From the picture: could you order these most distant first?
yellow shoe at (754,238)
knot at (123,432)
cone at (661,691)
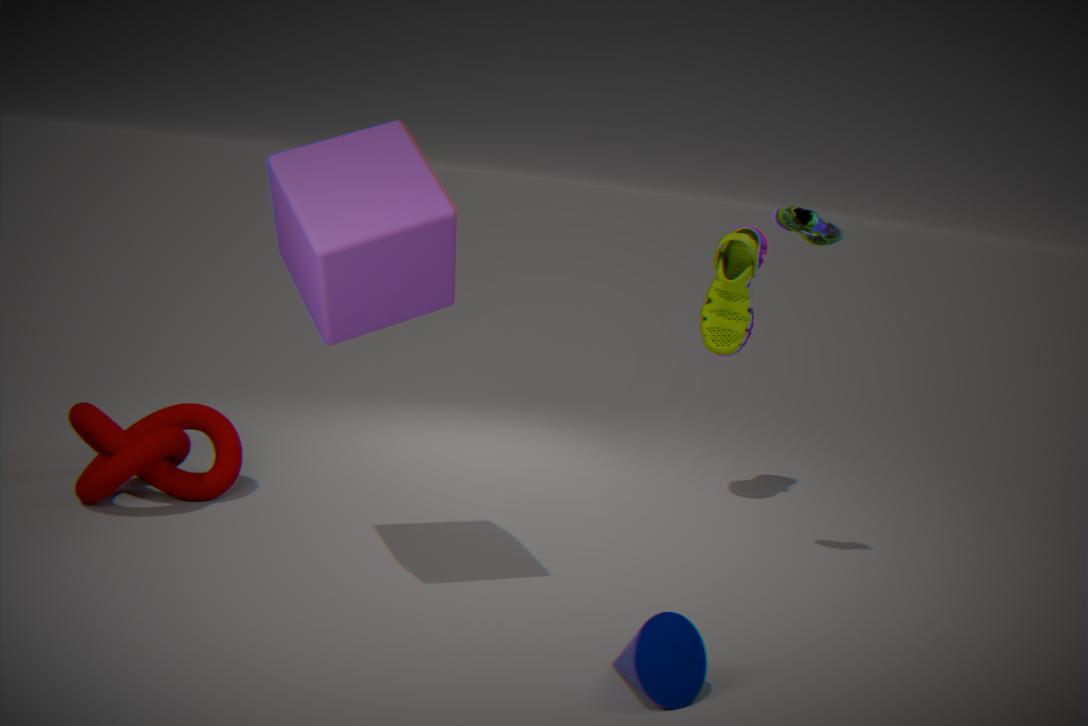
yellow shoe at (754,238), knot at (123,432), cone at (661,691)
